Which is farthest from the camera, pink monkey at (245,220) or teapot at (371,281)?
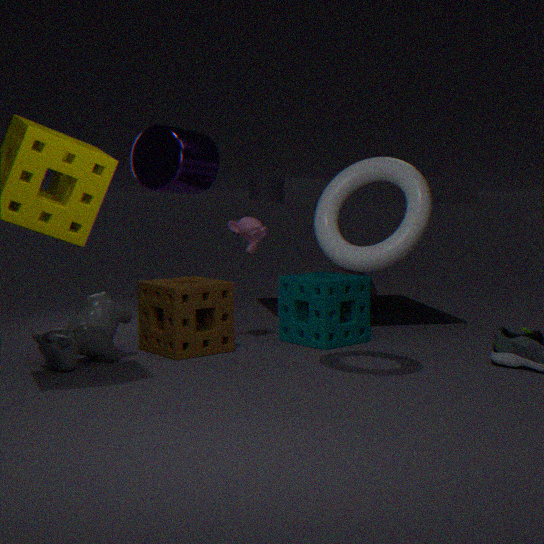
teapot at (371,281)
